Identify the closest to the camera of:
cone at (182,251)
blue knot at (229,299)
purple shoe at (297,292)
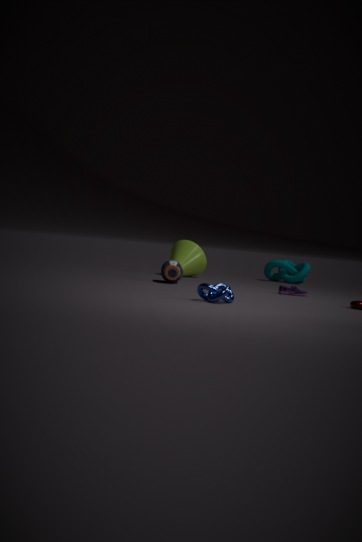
blue knot at (229,299)
